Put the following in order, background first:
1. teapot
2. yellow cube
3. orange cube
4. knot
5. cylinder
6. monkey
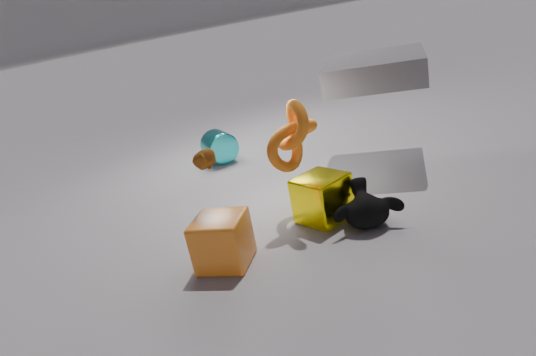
cylinder < yellow cube < knot < monkey < teapot < orange cube
